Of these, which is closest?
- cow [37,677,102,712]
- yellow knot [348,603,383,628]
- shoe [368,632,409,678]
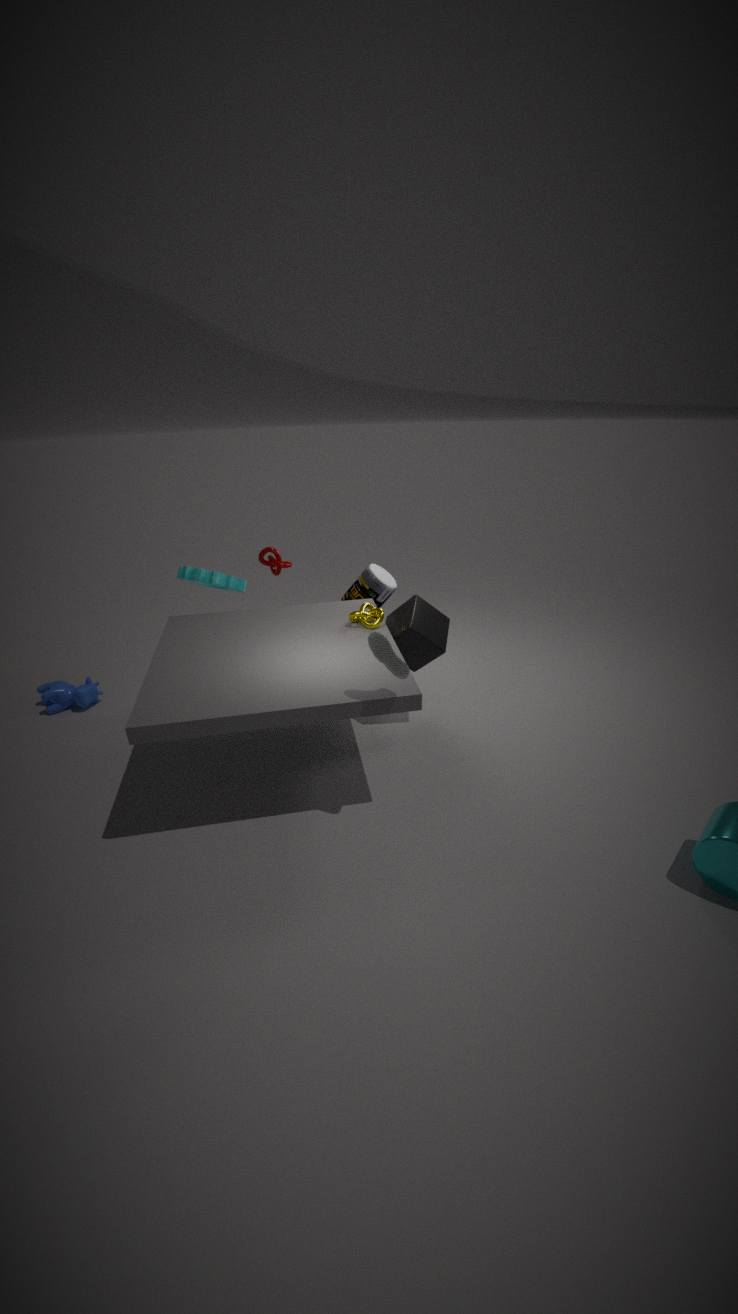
shoe [368,632,409,678]
